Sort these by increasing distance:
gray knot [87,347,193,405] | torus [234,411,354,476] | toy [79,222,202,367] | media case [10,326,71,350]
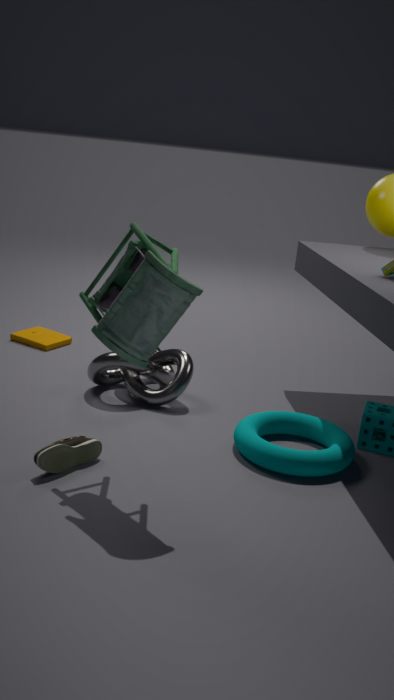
toy [79,222,202,367] → torus [234,411,354,476] → gray knot [87,347,193,405] → media case [10,326,71,350]
